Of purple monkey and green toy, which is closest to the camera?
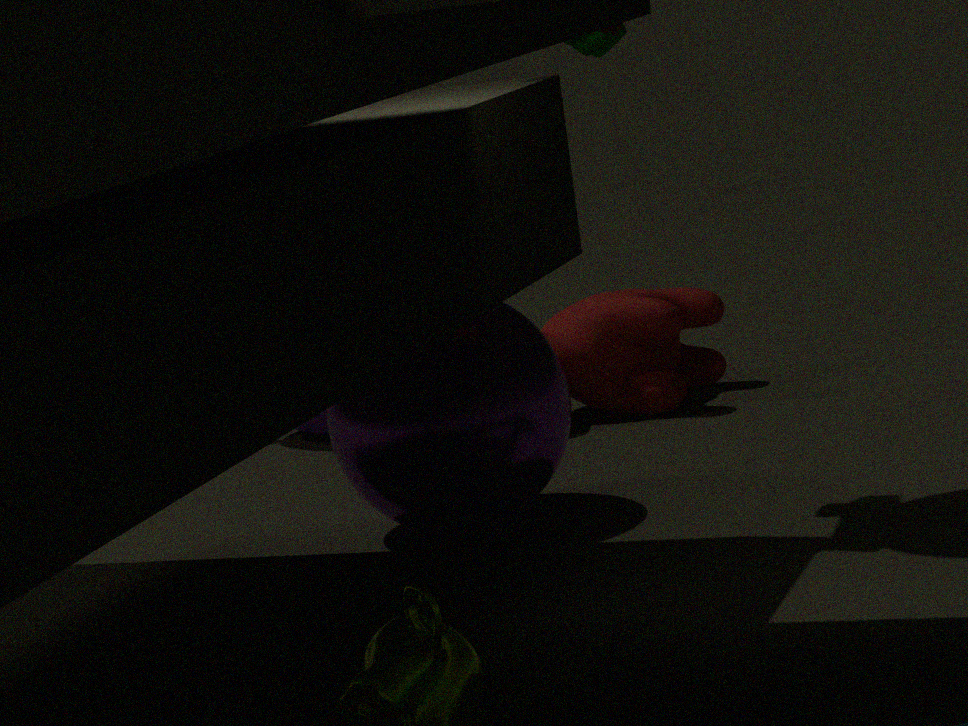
green toy
